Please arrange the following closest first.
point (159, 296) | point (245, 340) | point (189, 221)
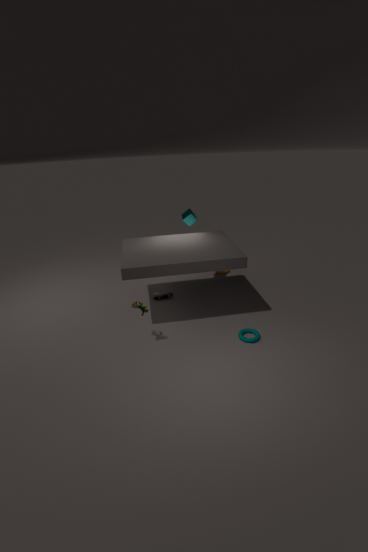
point (245, 340) < point (159, 296) < point (189, 221)
